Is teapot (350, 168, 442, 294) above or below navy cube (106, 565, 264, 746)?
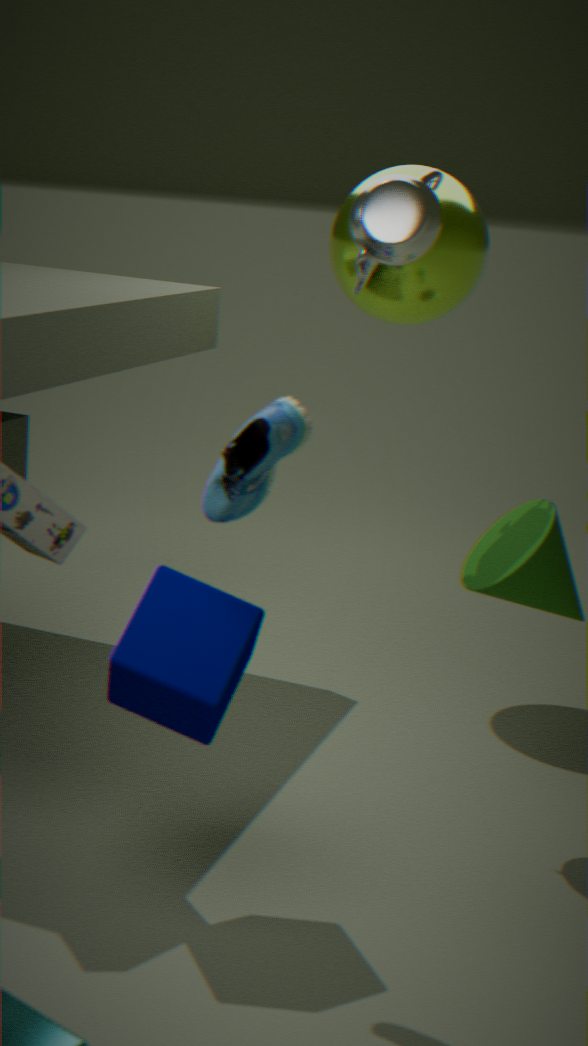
above
